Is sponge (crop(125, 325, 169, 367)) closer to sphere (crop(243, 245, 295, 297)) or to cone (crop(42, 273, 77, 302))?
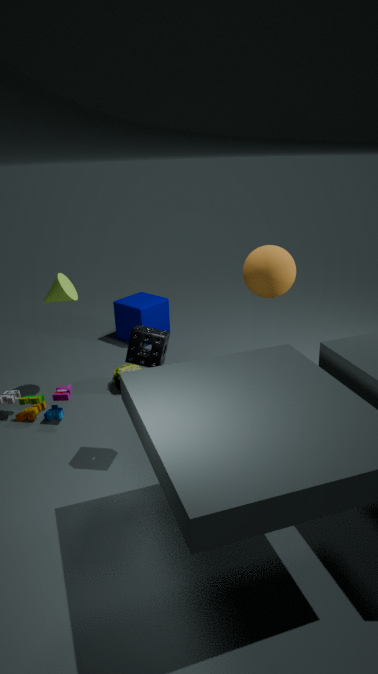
cone (crop(42, 273, 77, 302))
